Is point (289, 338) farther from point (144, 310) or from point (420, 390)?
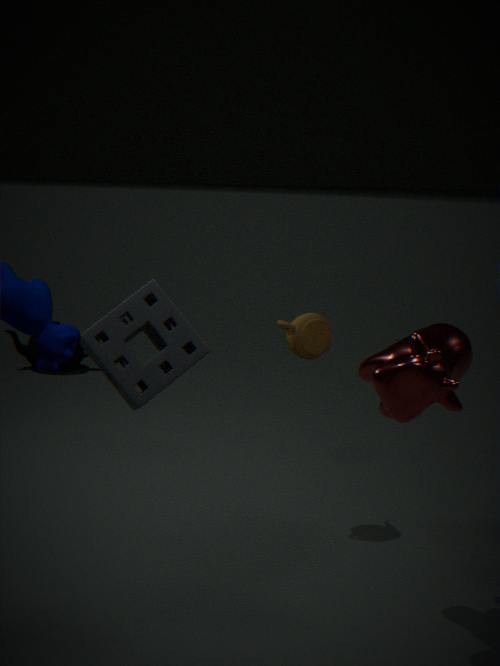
point (144, 310)
